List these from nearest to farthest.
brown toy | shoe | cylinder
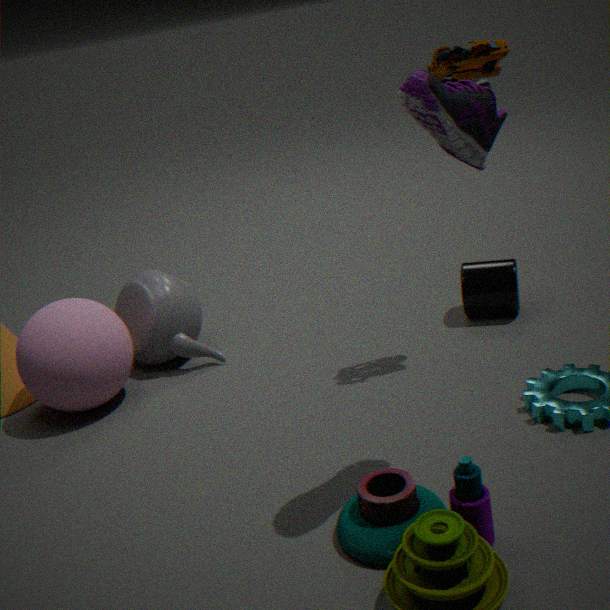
shoe, brown toy, cylinder
